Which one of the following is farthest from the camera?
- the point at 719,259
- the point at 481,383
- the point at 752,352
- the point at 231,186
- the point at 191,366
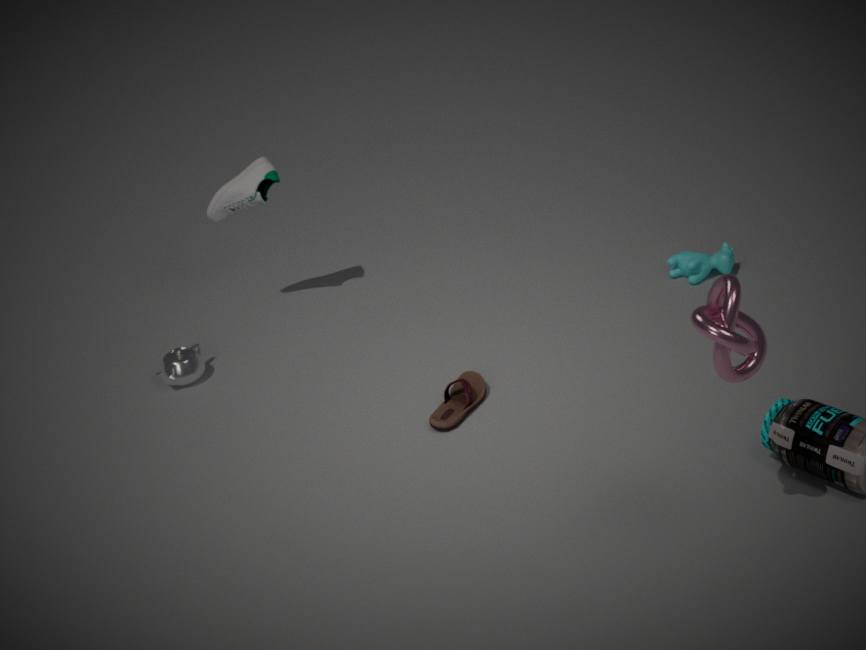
the point at 231,186
